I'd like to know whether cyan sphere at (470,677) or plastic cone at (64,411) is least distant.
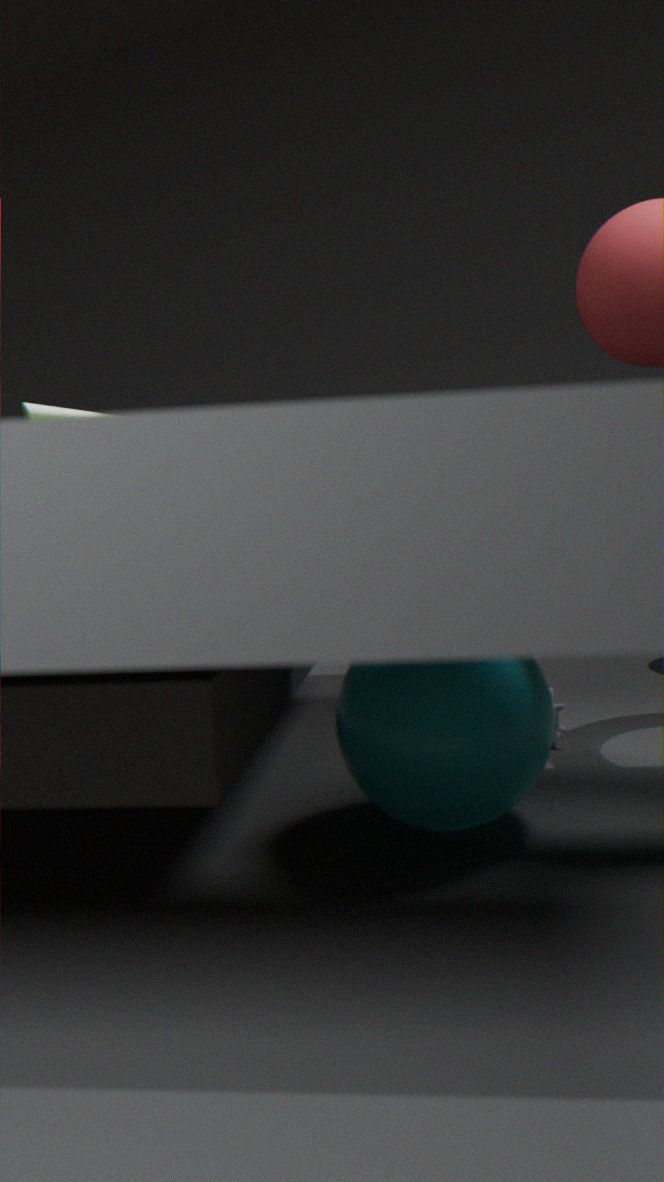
plastic cone at (64,411)
